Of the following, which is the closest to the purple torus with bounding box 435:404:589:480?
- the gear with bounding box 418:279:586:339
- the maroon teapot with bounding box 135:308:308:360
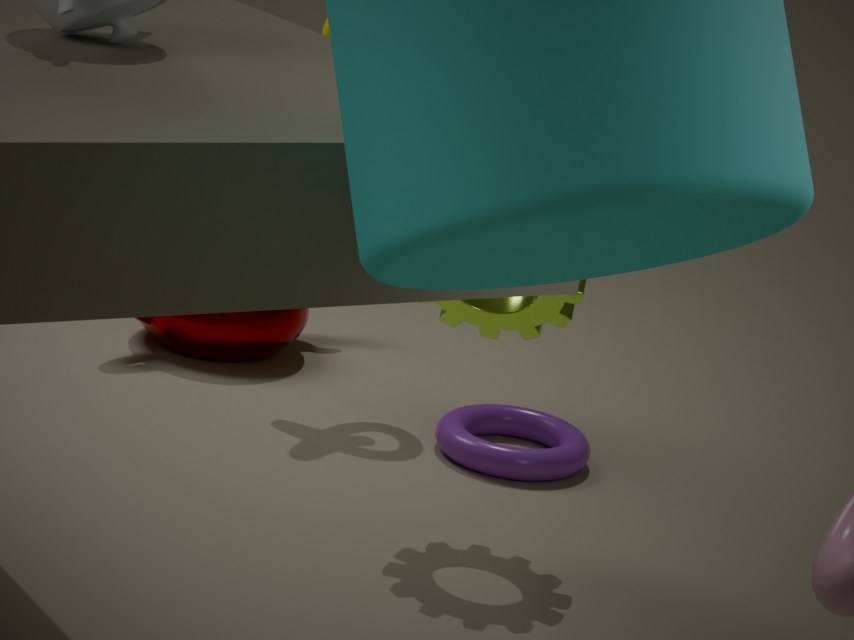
the gear with bounding box 418:279:586:339
